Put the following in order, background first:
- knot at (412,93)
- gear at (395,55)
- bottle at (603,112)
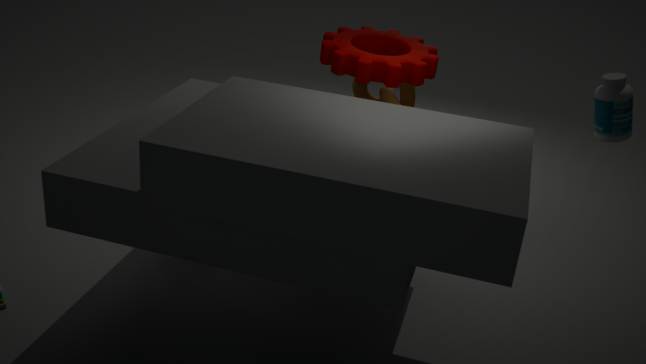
knot at (412,93), gear at (395,55), bottle at (603,112)
